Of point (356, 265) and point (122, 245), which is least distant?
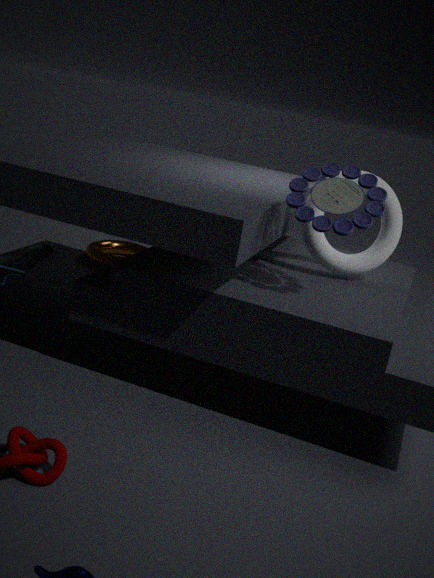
point (356, 265)
